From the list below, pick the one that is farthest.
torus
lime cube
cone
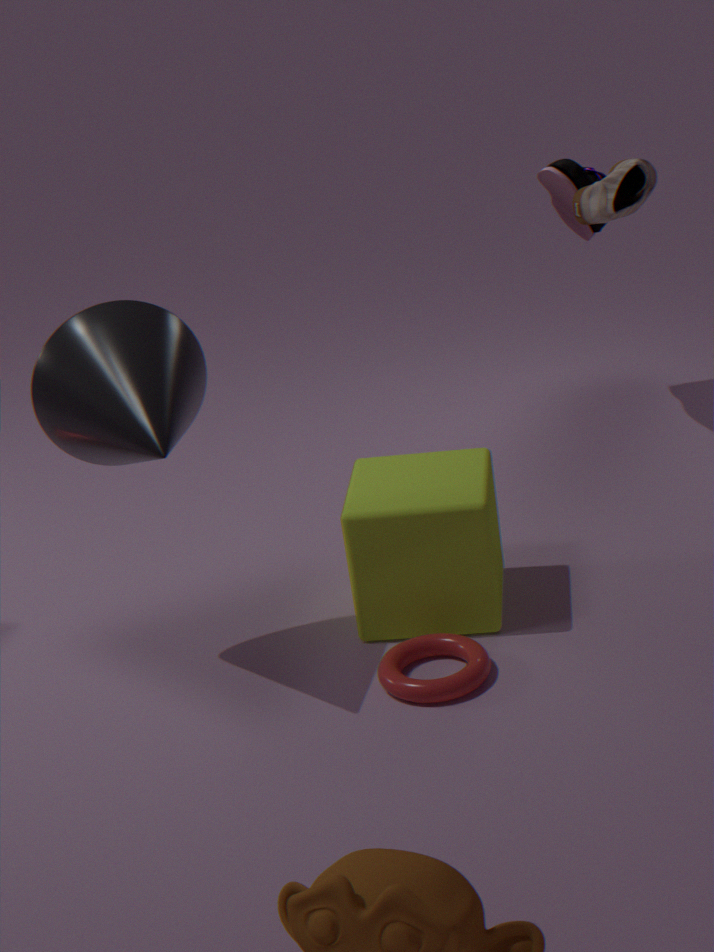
lime cube
